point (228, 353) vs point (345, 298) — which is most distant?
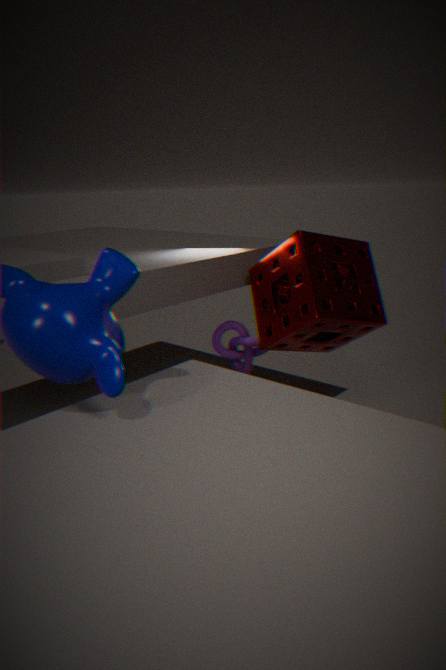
point (228, 353)
